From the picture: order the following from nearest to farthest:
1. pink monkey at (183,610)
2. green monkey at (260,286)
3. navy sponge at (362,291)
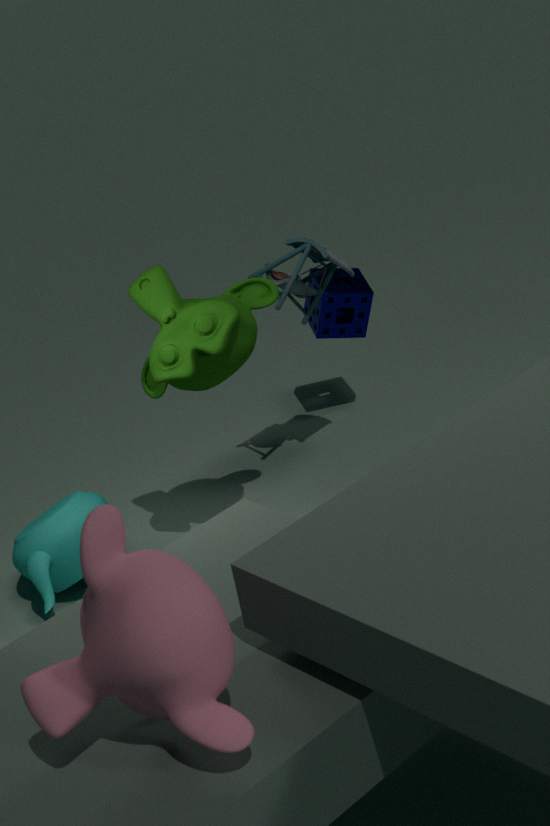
pink monkey at (183,610) < green monkey at (260,286) < navy sponge at (362,291)
